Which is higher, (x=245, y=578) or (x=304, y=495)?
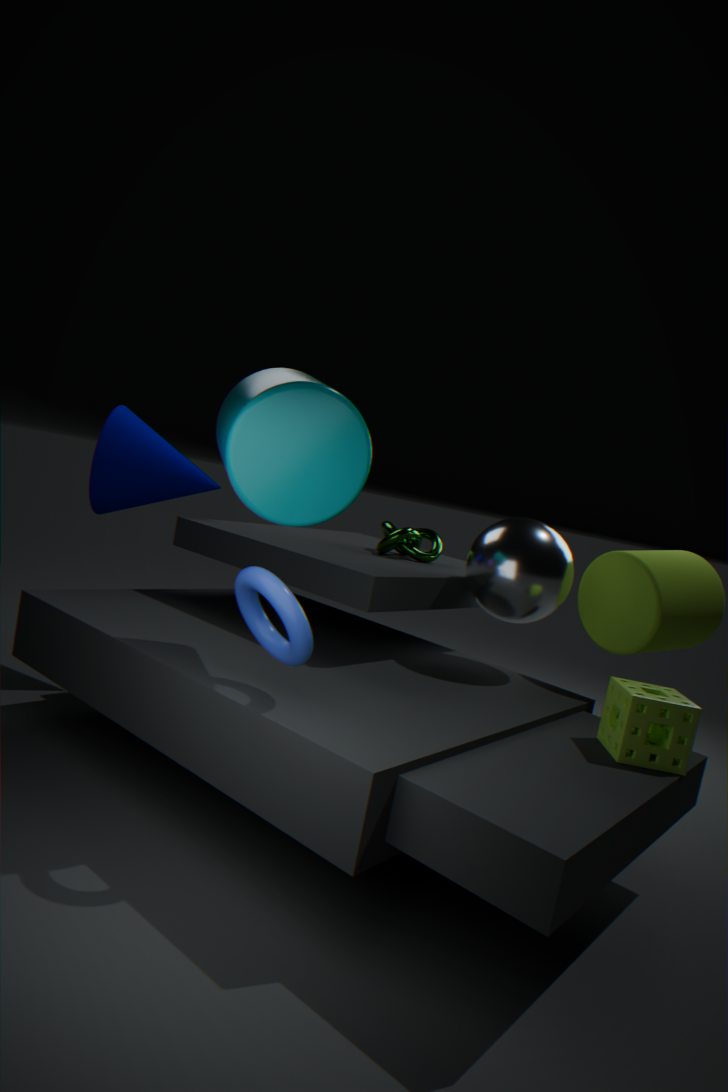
(x=304, y=495)
